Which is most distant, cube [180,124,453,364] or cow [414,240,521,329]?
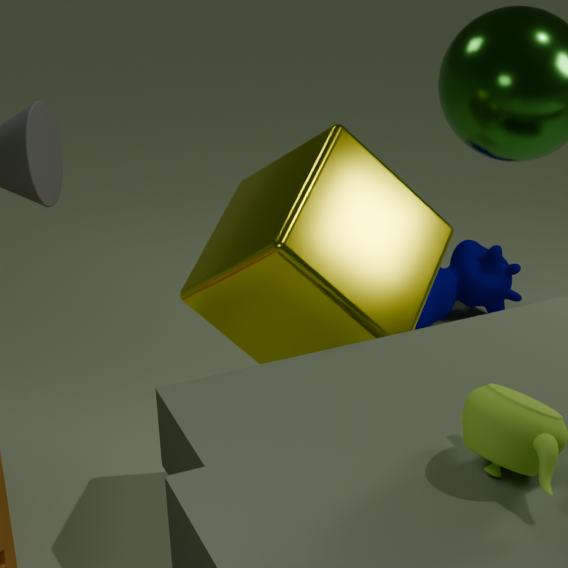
cow [414,240,521,329]
